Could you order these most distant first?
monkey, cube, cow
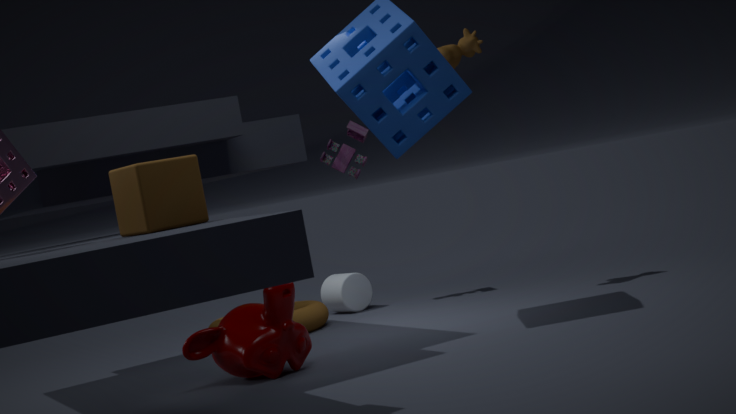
cow
monkey
cube
